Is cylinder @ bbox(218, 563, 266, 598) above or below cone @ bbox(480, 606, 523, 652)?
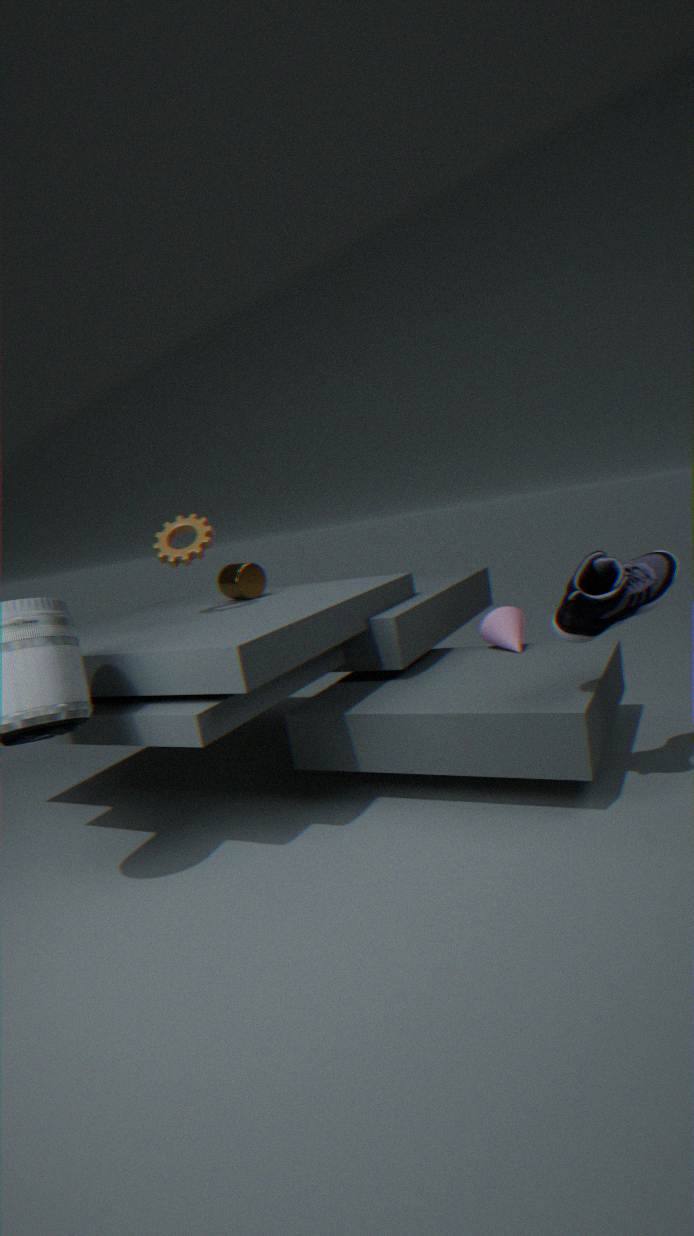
above
